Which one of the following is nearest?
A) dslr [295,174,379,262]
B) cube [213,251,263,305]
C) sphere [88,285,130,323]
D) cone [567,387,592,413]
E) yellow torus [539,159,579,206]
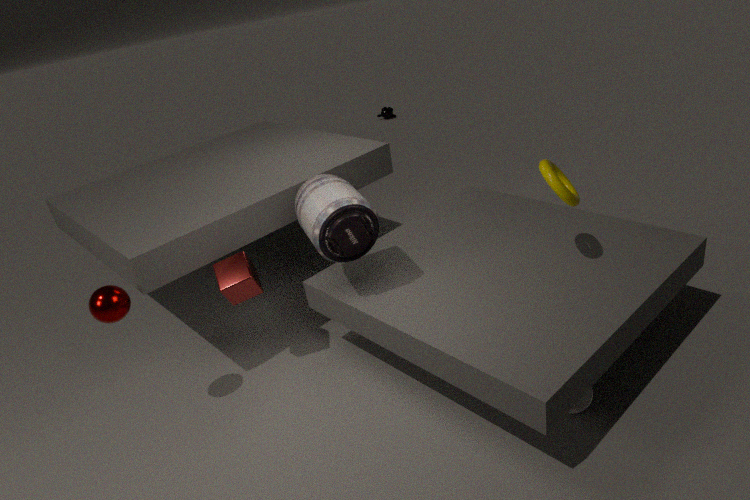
cone [567,387,592,413]
